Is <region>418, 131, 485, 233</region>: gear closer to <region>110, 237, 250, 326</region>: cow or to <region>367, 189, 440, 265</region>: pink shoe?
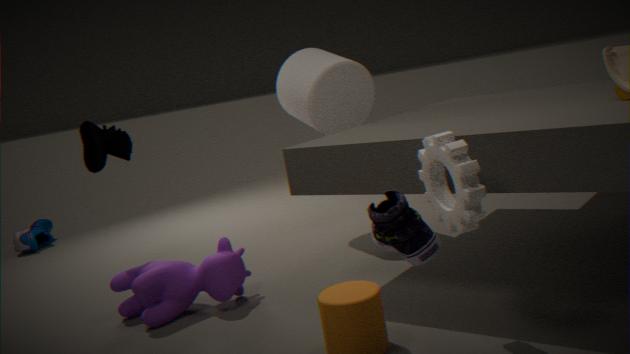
<region>367, 189, 440, 265</region>: pink shoe
